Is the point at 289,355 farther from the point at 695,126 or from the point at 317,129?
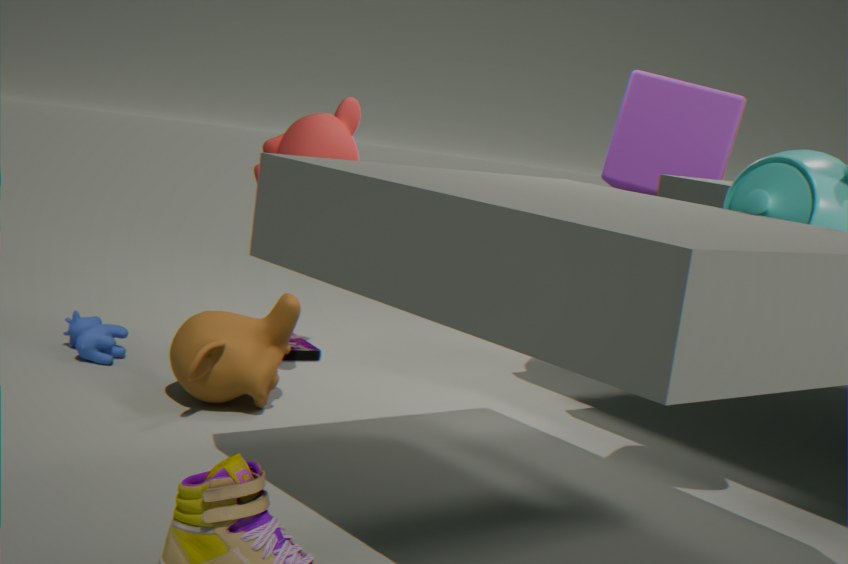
the point at 695,126
